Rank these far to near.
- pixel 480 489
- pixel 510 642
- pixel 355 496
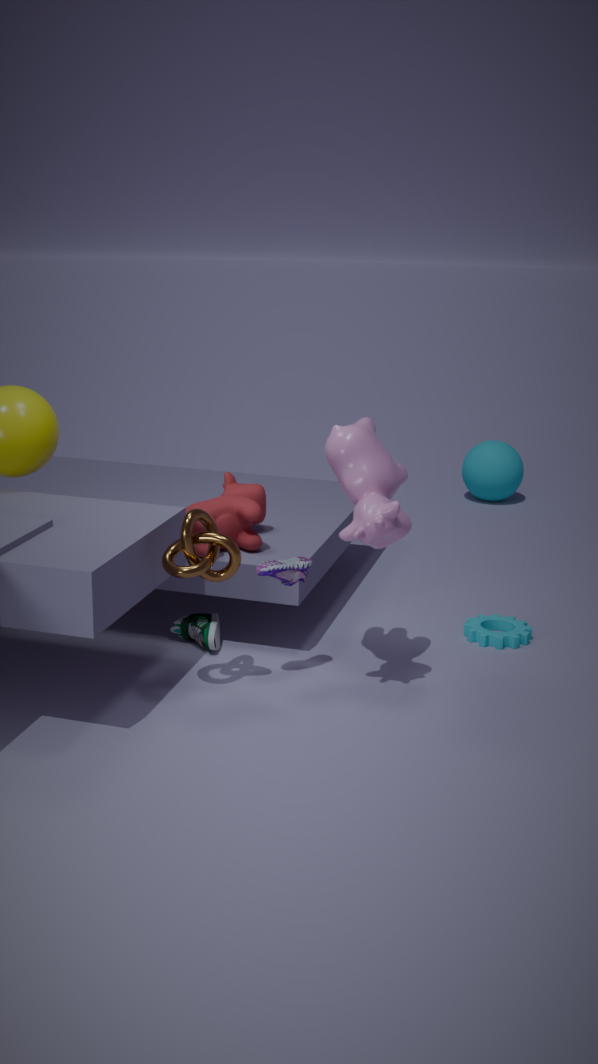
pixel 480 489 < pixel 510 642 < pixel 355 496
